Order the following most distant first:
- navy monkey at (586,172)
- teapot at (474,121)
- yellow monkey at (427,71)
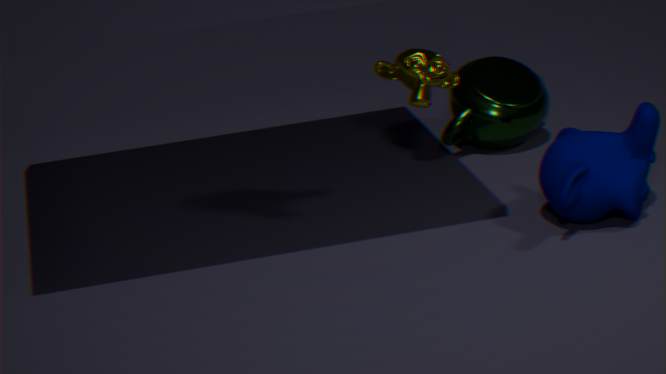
teapot at (474,121) → yellow monkey at (427,71) → navy monkey at (586,172)
